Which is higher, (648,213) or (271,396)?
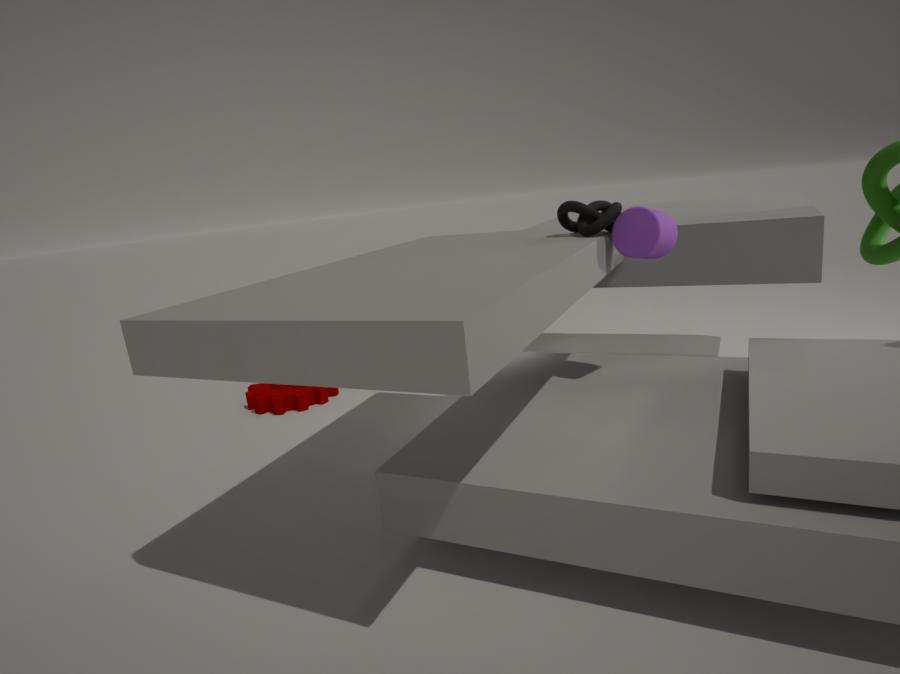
(648,213)
